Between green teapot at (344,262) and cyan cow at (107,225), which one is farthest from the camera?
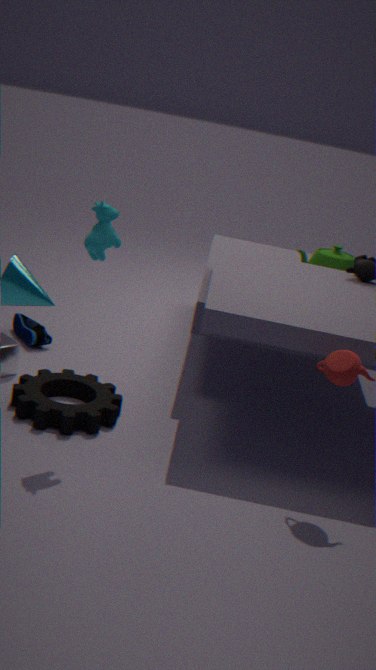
green teapot at (344,262)
